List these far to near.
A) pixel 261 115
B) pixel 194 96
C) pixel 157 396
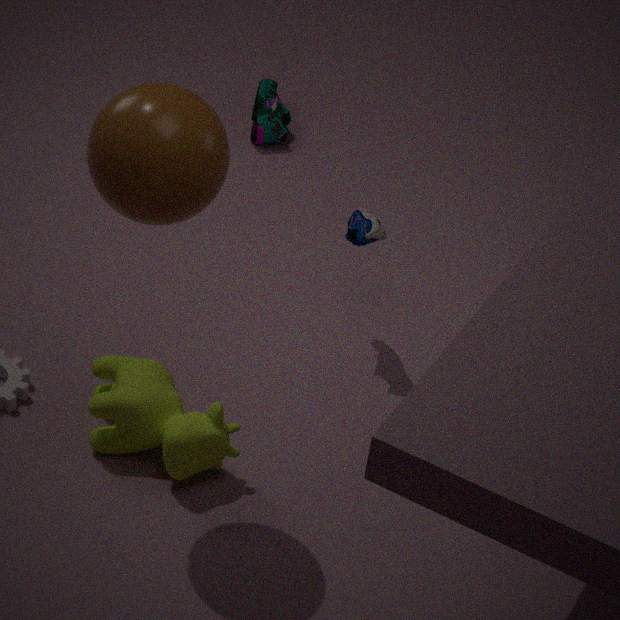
1. pixel 261 115
2. pixel 157 396
3. pixel 194 96
